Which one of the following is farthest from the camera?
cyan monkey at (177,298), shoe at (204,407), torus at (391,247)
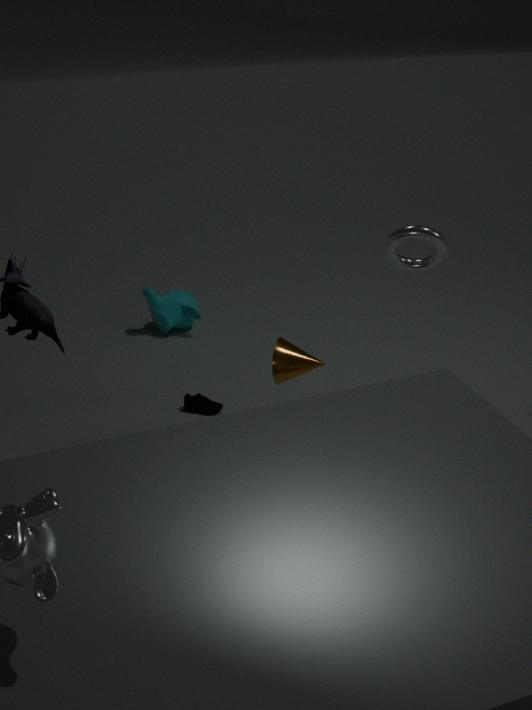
cyan monkey at (177,298)
